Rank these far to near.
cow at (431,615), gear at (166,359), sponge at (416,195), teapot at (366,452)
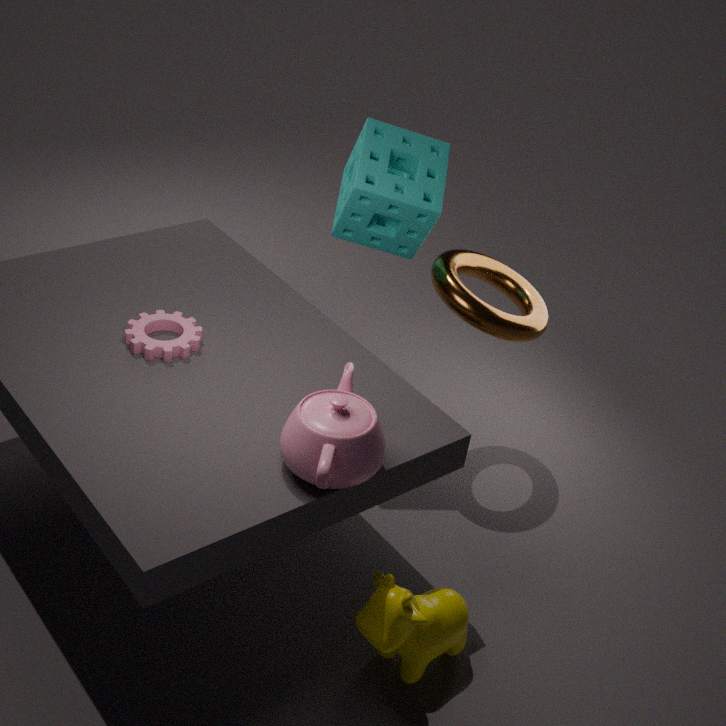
sponge at (416,195) < gear at (166,359) < cow at (431,615) < teapot at (366,452)
